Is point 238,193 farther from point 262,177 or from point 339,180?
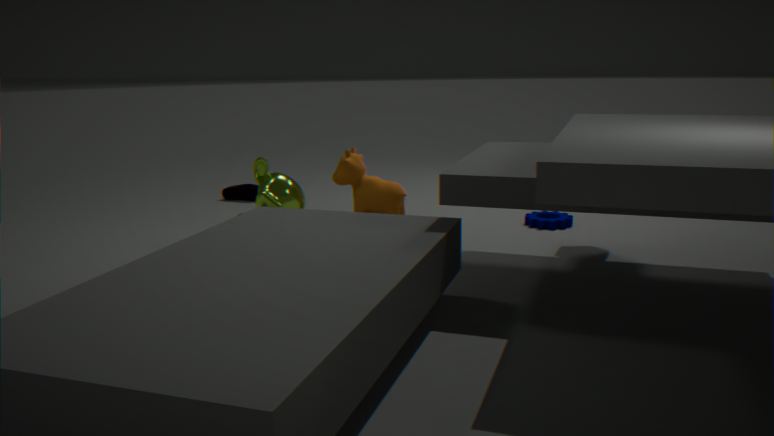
point 339,180
